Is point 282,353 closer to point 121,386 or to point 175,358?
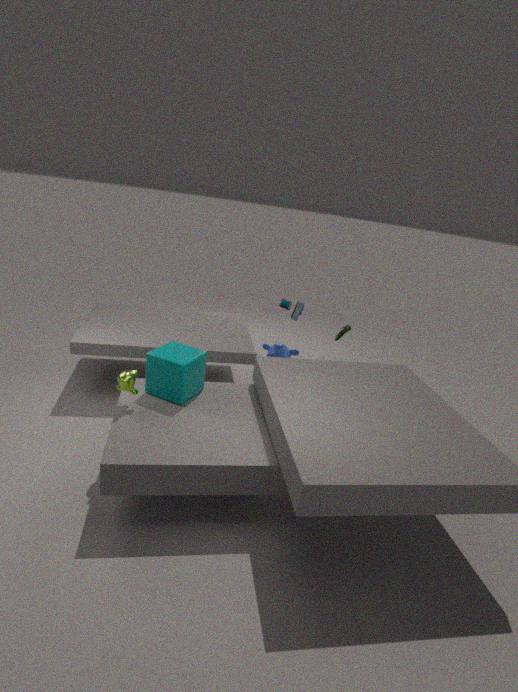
point 175,358
